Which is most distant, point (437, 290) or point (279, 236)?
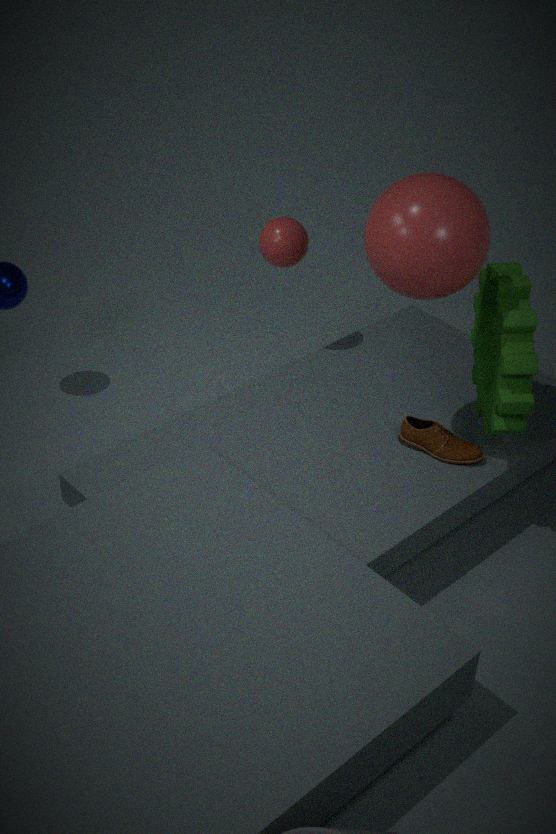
point (279, 236)
